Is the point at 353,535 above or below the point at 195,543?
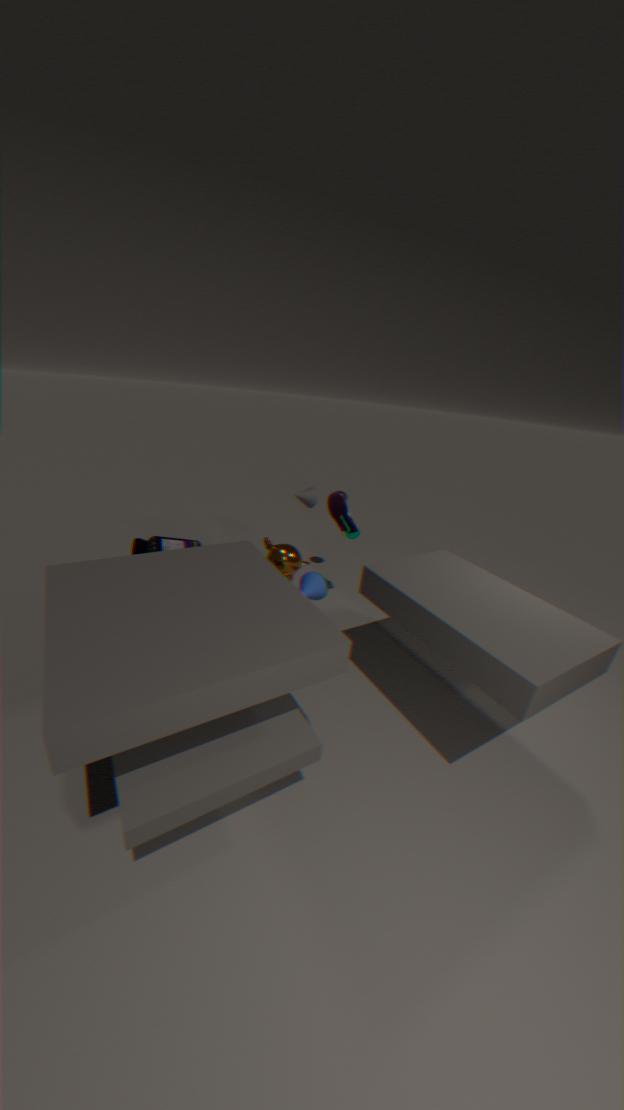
above
